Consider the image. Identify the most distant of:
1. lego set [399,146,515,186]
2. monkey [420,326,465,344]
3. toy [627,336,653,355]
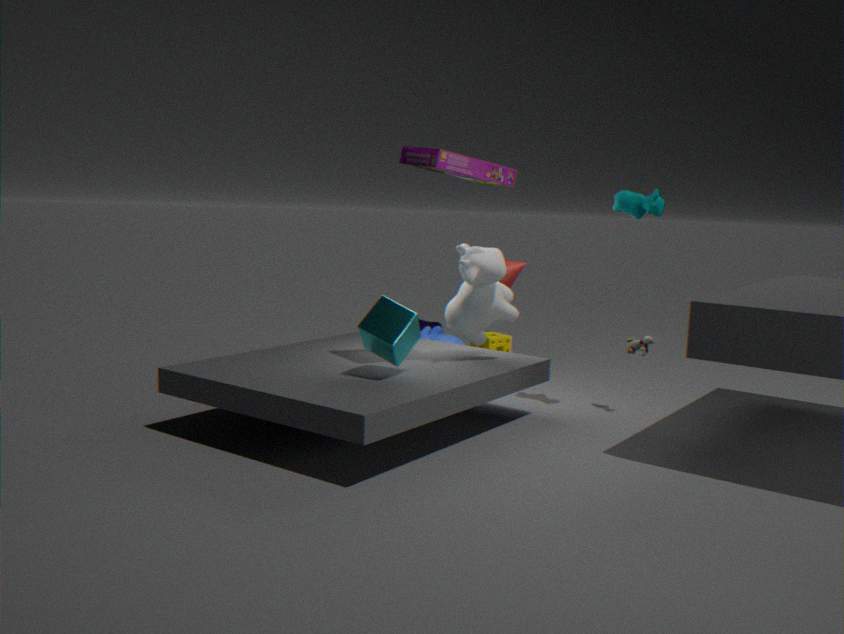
monkey [420,326,465,344]
